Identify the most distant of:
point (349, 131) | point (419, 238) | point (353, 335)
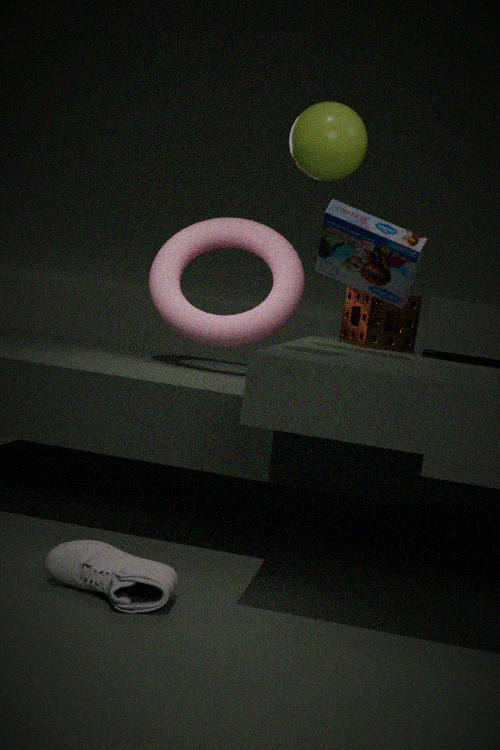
point (353, 335)
